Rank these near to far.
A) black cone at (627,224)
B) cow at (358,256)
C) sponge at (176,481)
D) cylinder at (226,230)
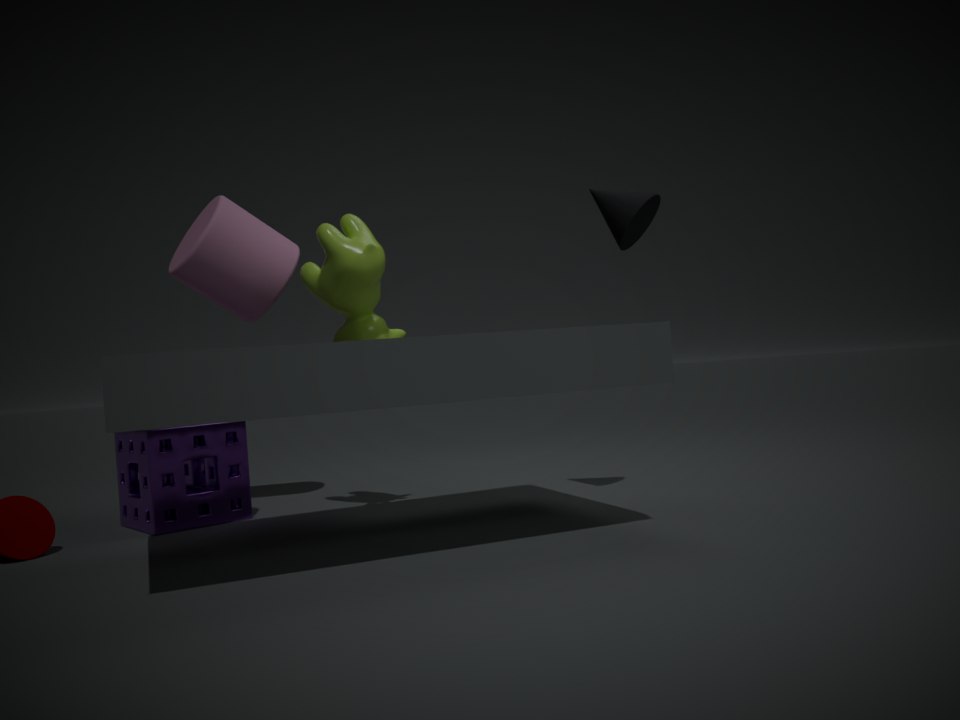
black cone at (627,224), cow at (358,256), sponge at (176,481), cylinder at (226,230)
